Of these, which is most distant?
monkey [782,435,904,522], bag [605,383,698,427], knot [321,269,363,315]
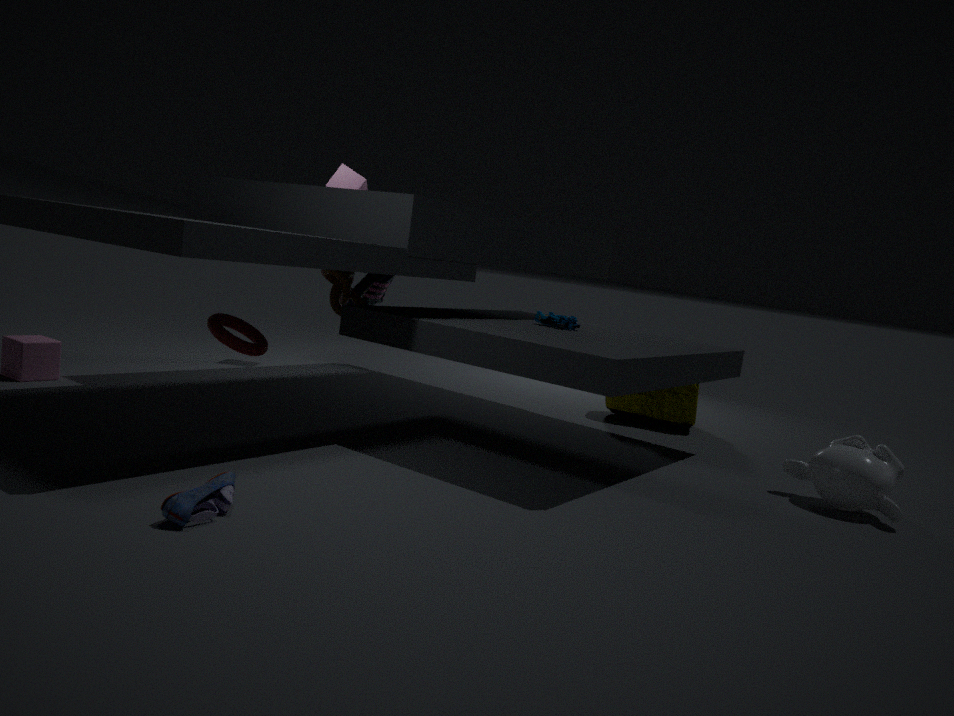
bag [605,383,698,427]
